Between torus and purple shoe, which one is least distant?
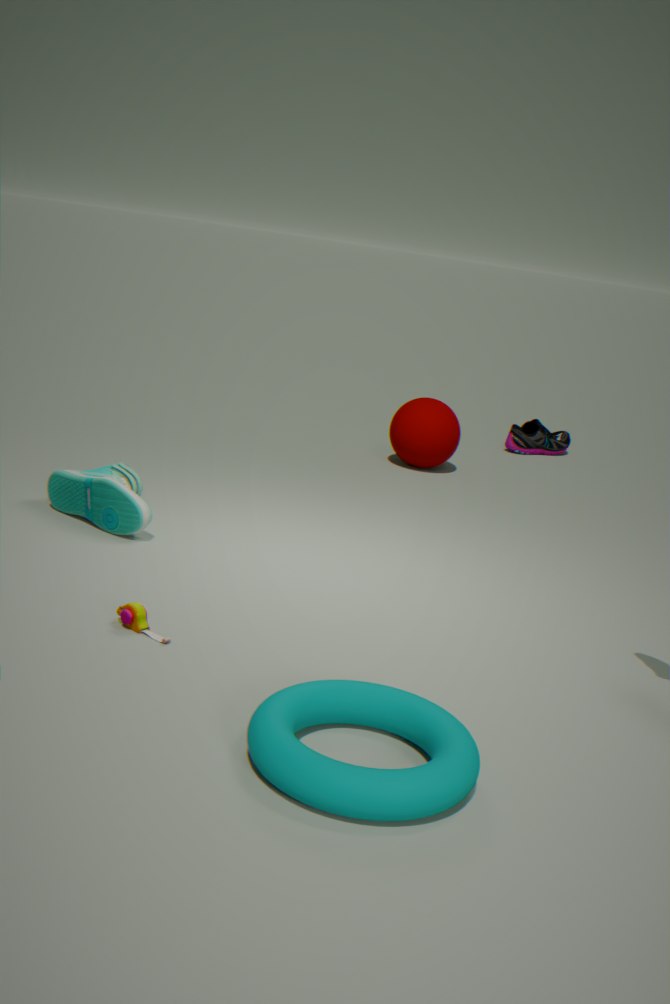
torus
